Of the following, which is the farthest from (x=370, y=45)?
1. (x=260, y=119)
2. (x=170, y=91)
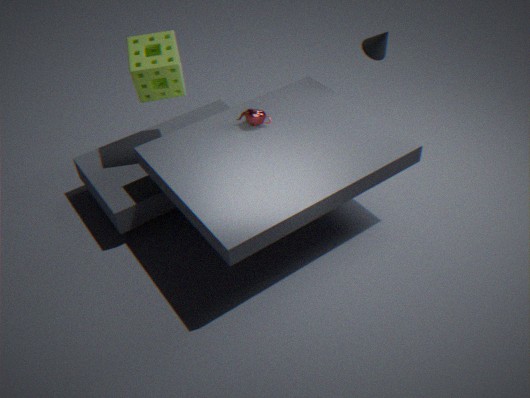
(x=170, y=91)
